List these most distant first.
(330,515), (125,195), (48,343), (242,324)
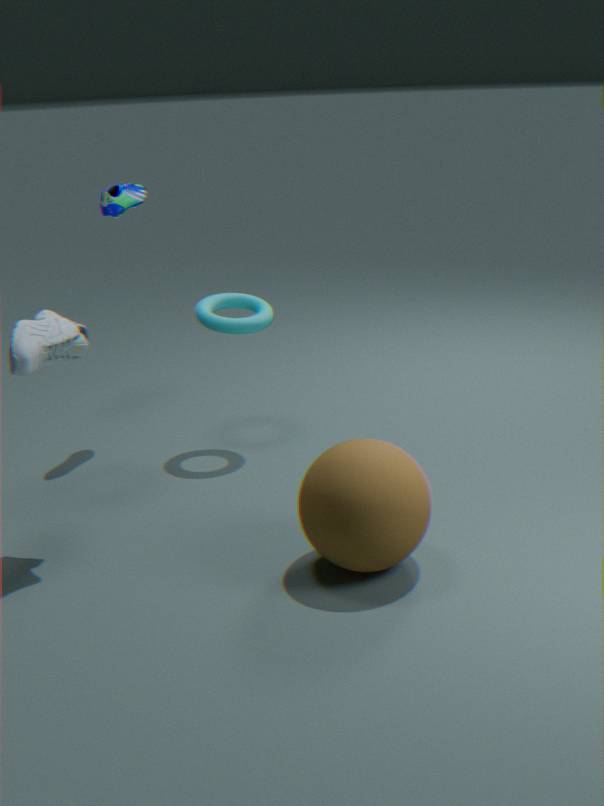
(125,195)
(242,324)
(48,343)
(330,515)
